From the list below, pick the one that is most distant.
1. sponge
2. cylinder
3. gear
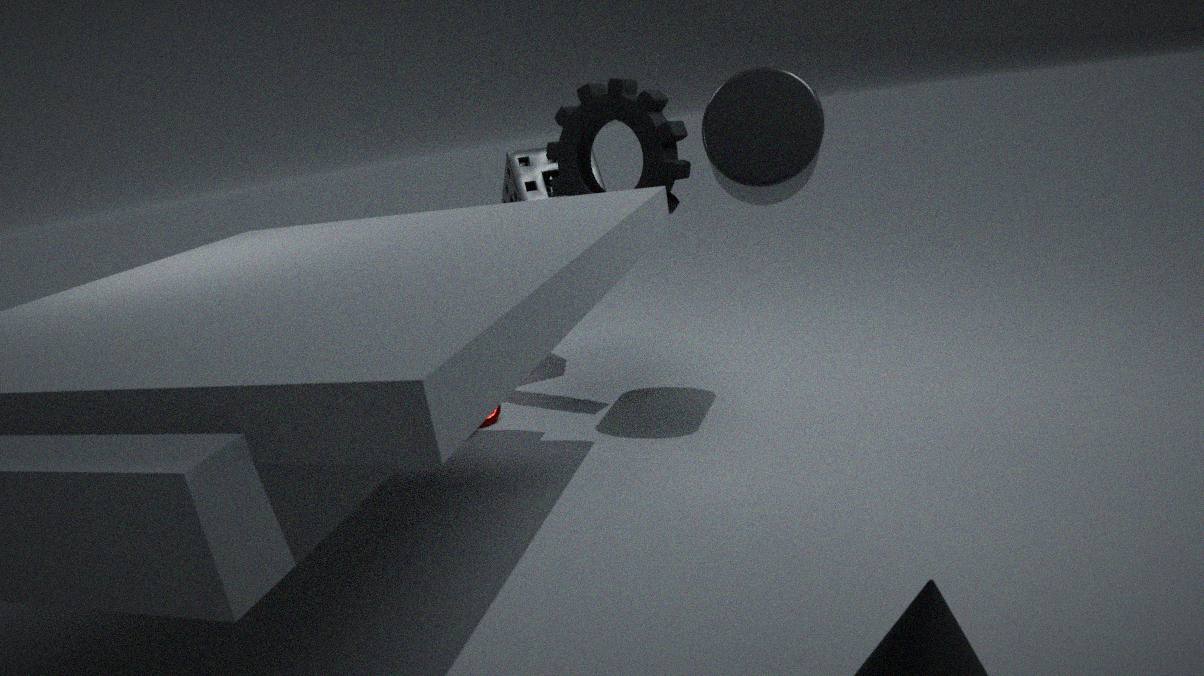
sponge
